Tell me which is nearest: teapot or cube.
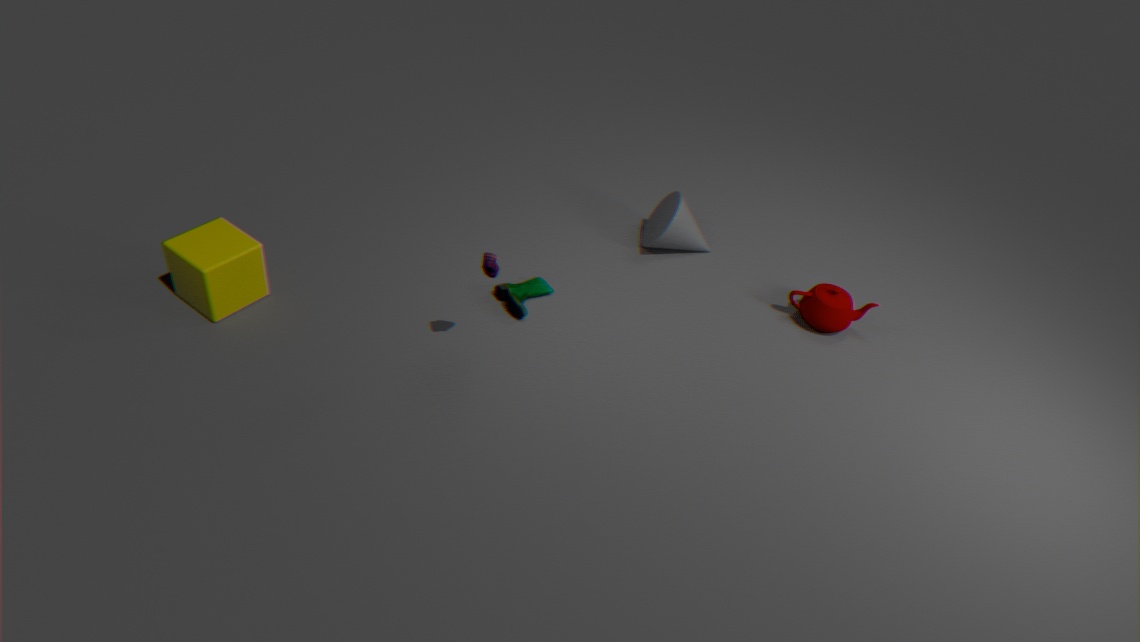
cube
